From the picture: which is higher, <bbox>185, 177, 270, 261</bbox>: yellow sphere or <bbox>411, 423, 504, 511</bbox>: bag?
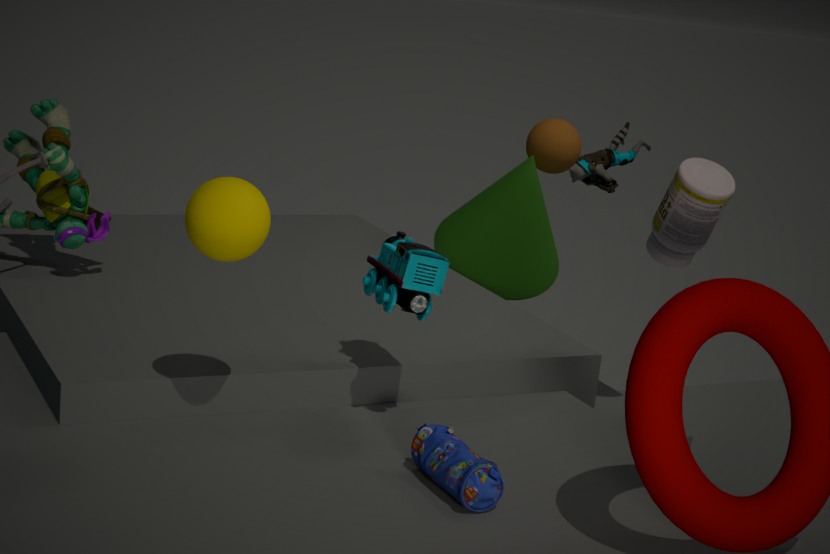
<bbox>185, 177, 270, 261</bbox>: yellow sphere
